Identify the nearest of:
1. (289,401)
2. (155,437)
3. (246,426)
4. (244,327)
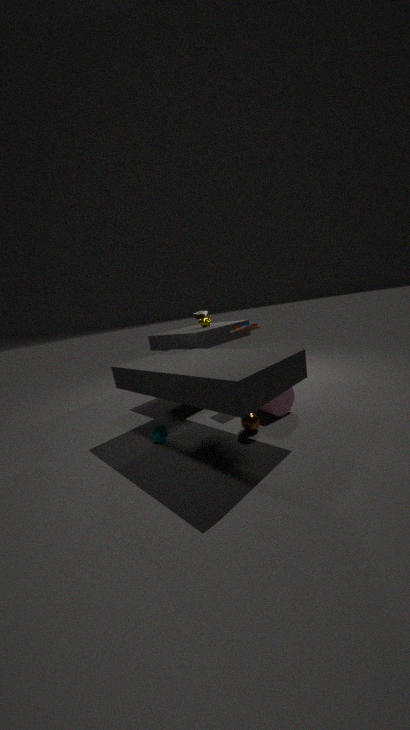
(246,426)
